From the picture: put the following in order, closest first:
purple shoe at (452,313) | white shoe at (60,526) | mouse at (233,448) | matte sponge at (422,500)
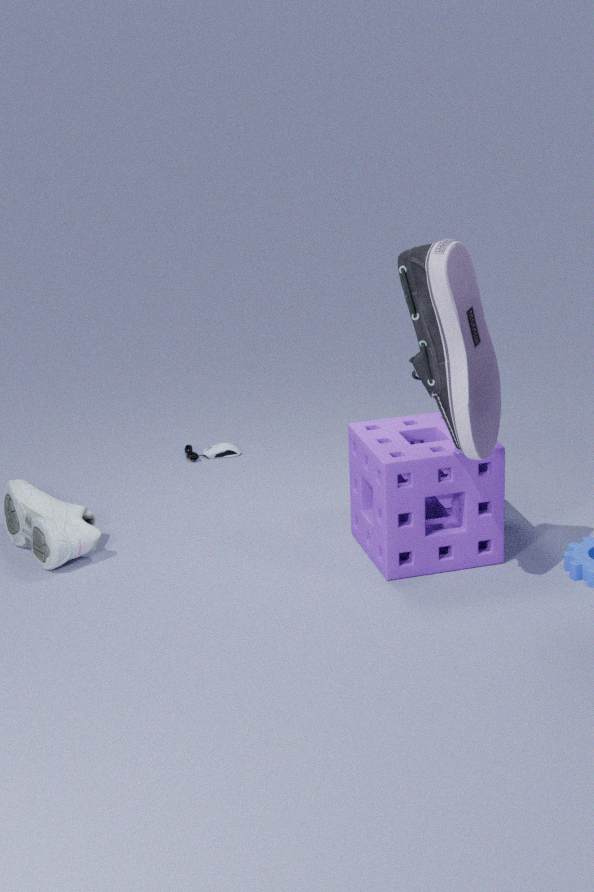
purple shoe at (452,313)
matte sponge at (422,500)
white shoe at (60,526)
mouse at (233,448)
